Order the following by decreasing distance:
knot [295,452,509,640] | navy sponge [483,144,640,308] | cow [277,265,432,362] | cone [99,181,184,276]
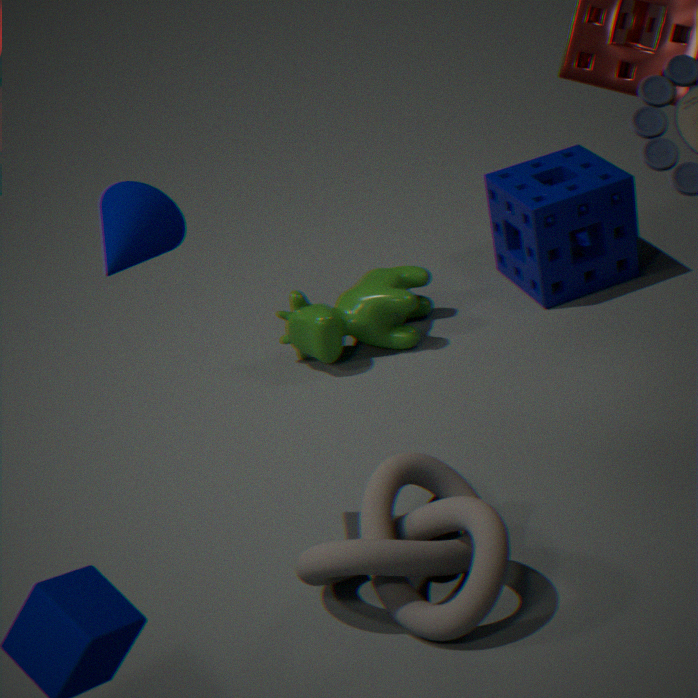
navy sponge [483,144,640,308] < cow [277,265,432,362] < cone [99,181,184,276] < knot [295,452,509,640]
